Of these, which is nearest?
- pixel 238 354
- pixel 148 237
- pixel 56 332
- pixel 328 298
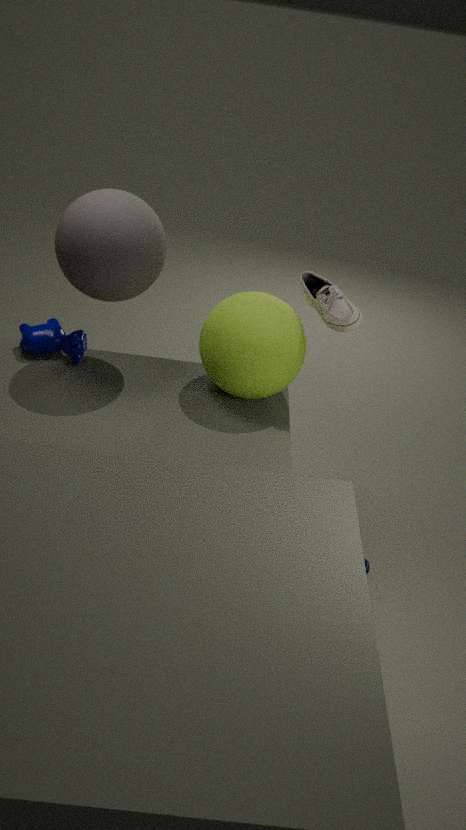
pixel 148 237
